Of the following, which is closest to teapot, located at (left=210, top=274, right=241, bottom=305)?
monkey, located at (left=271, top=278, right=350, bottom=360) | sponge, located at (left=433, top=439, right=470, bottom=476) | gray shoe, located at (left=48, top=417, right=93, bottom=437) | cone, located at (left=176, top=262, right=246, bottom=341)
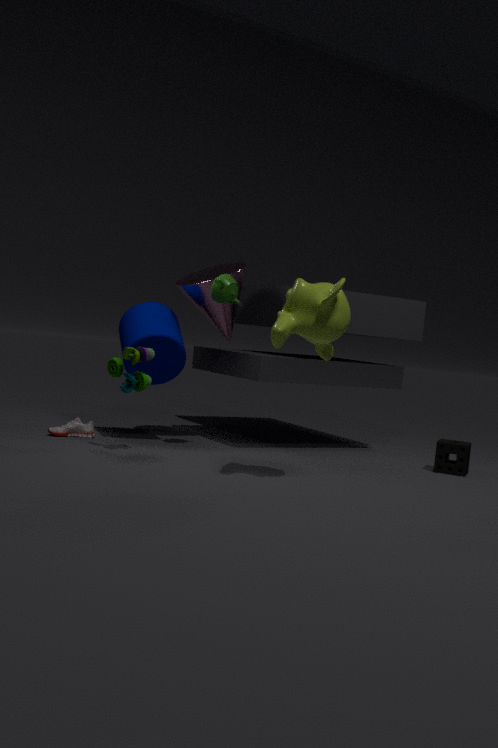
cone, located at (left=176, top=262, right=246, bottom=341)
